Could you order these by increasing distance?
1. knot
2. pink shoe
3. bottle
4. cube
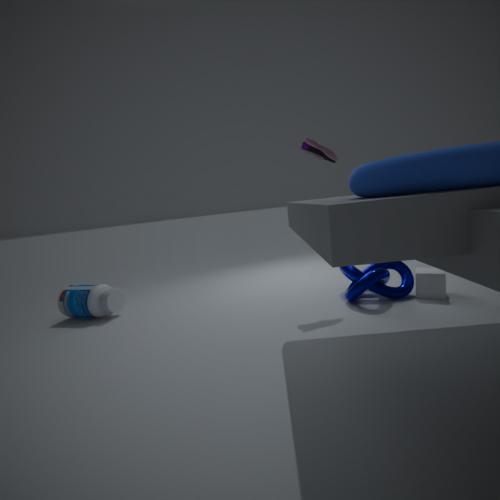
knot → cube → pink shoe → bottle
